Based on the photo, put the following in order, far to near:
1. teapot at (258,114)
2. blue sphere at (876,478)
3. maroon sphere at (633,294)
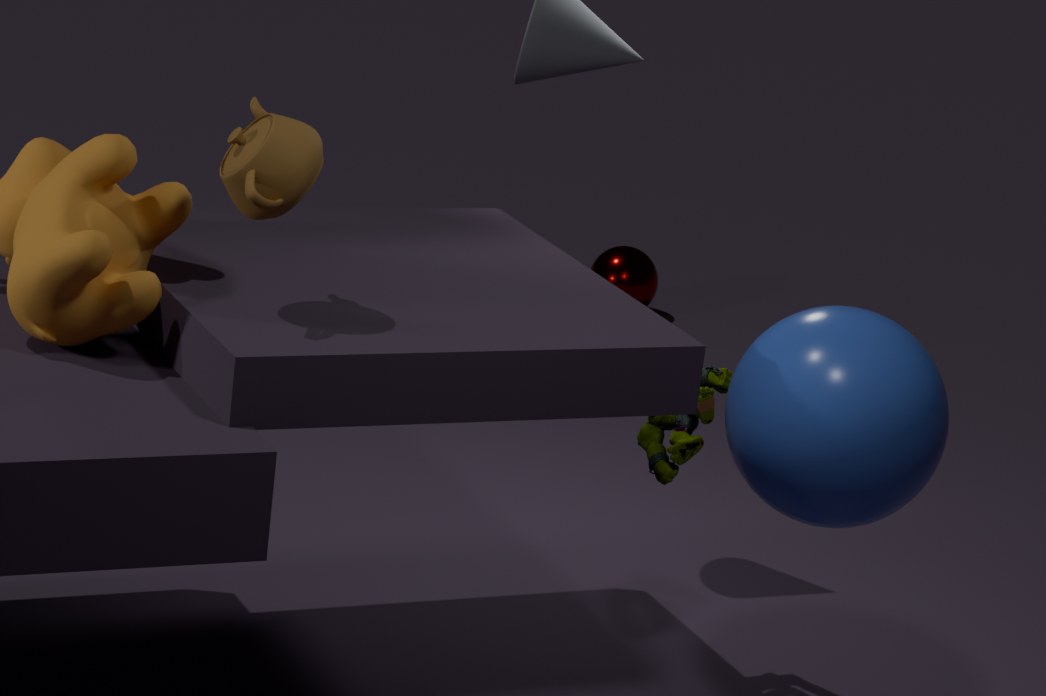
maroon sphere at (633,294)
blue sphere at (876,478)
teapot at (258,114)
